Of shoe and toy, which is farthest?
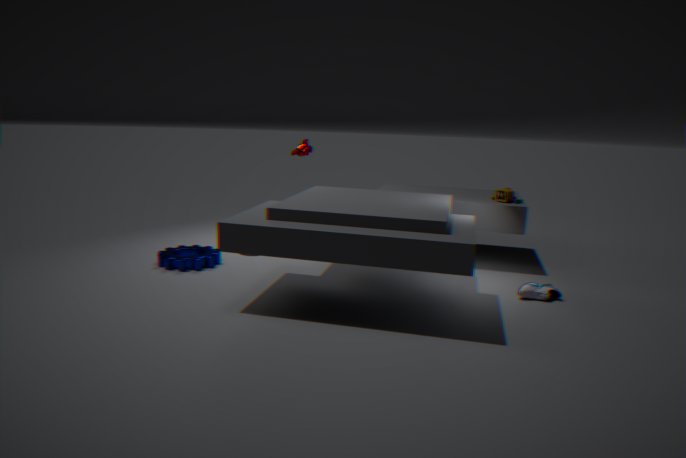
toy
